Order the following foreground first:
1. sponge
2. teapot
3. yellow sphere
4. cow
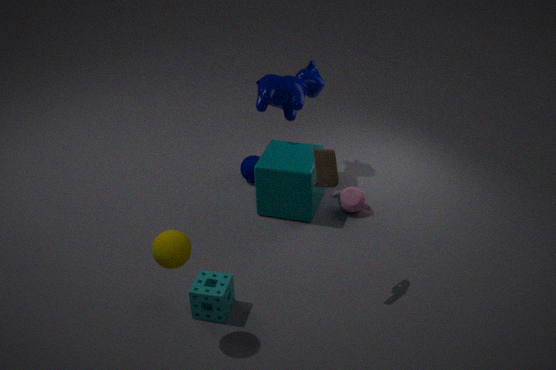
yellow sphere
sponge
teapot
cow
